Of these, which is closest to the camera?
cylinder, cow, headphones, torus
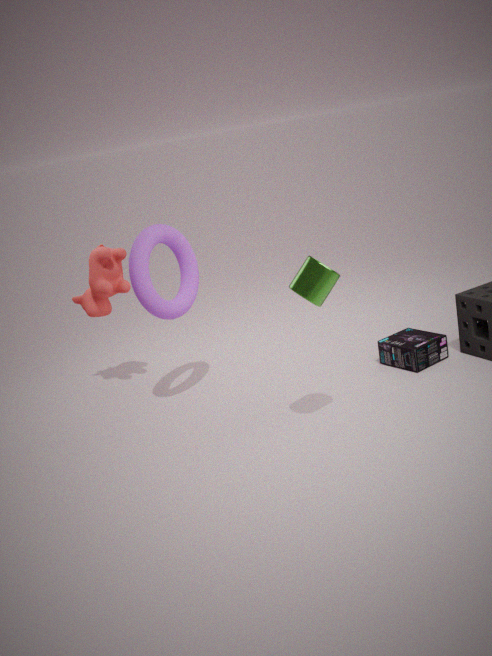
cylinder
